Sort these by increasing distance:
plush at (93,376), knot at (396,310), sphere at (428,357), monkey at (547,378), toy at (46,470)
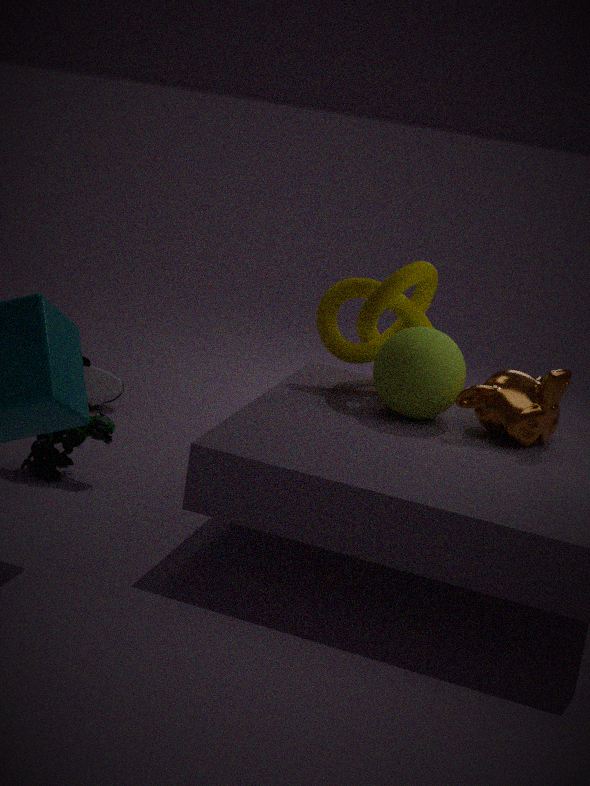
monkey at (547,378)
sphere at (428,357)
toy at (46,470)
knot at (396,310)
plush at (93,376)
